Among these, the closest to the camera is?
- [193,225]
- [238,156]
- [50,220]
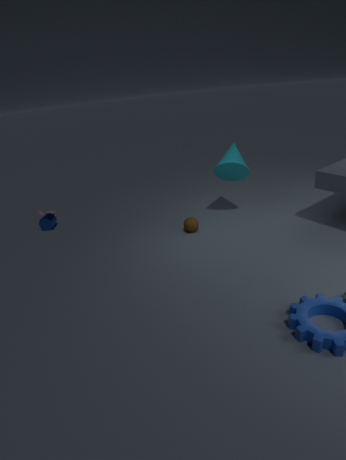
[193,225]
